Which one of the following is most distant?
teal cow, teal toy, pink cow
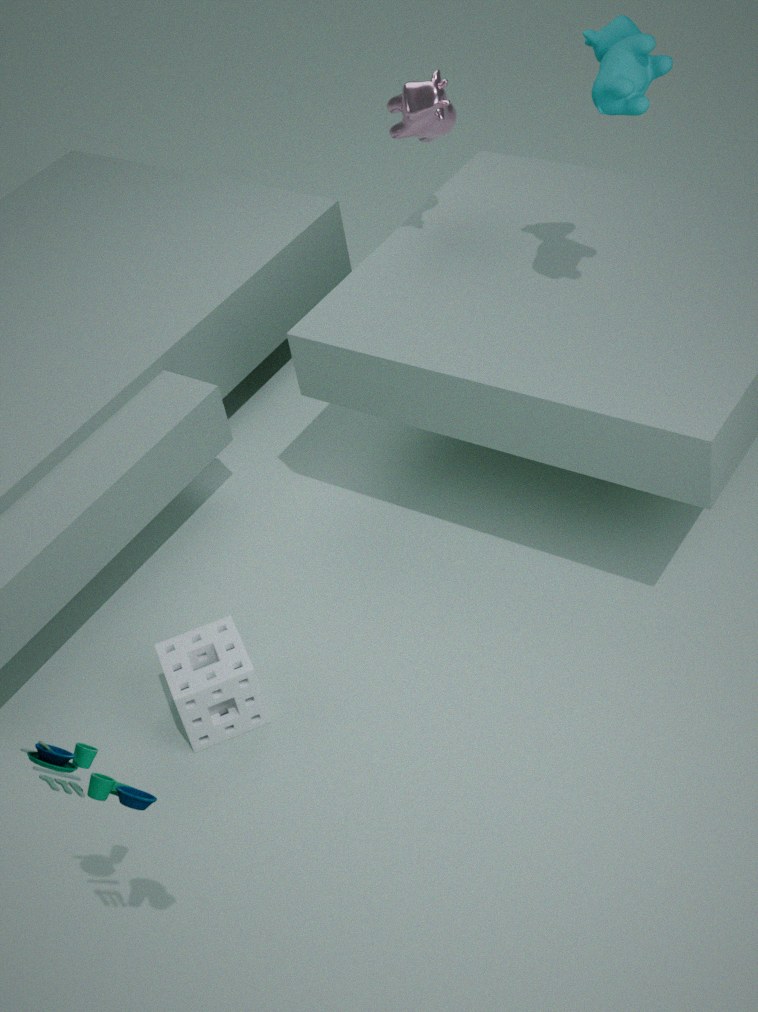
pink cow
